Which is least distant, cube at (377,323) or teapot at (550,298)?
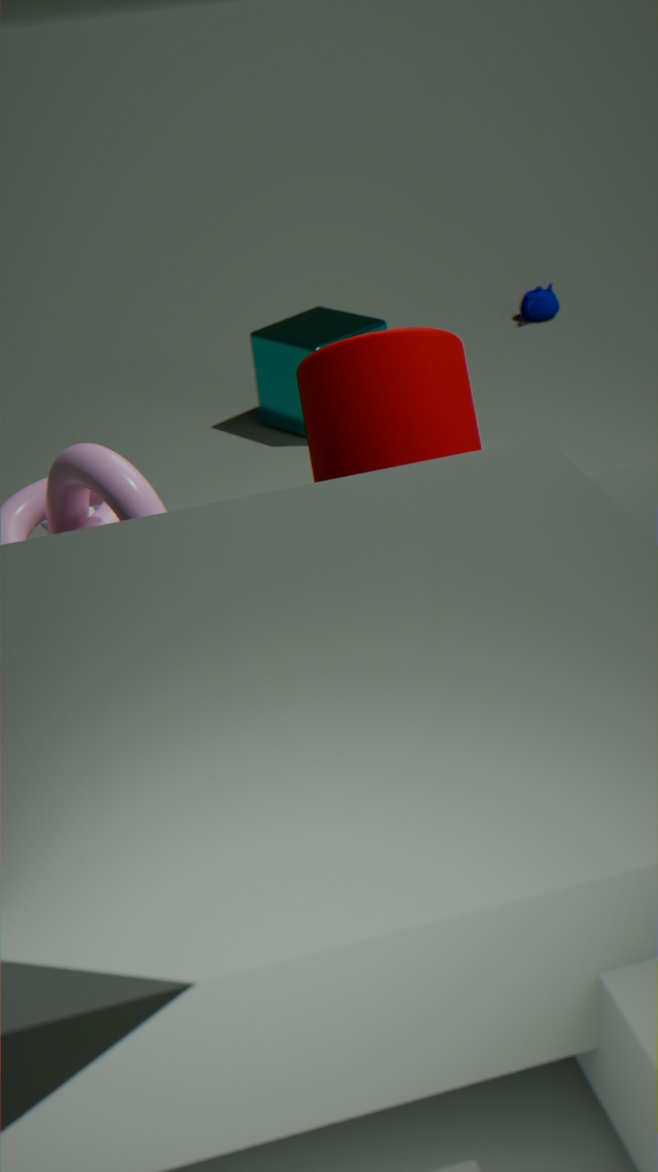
cube at (377,323)
